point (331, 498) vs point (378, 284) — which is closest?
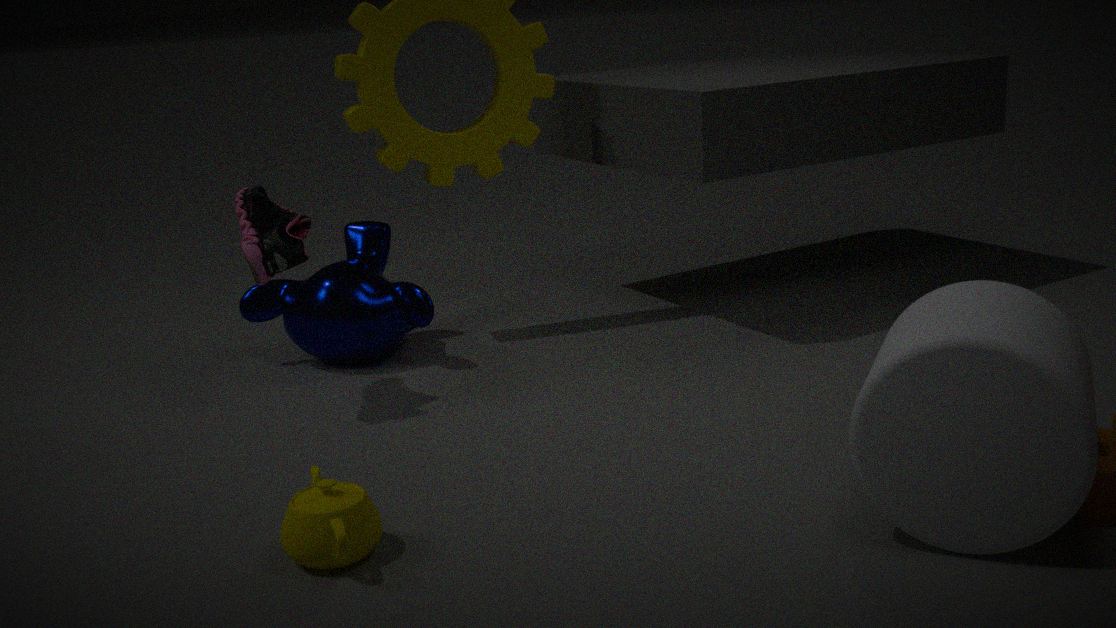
point (331, 498)
